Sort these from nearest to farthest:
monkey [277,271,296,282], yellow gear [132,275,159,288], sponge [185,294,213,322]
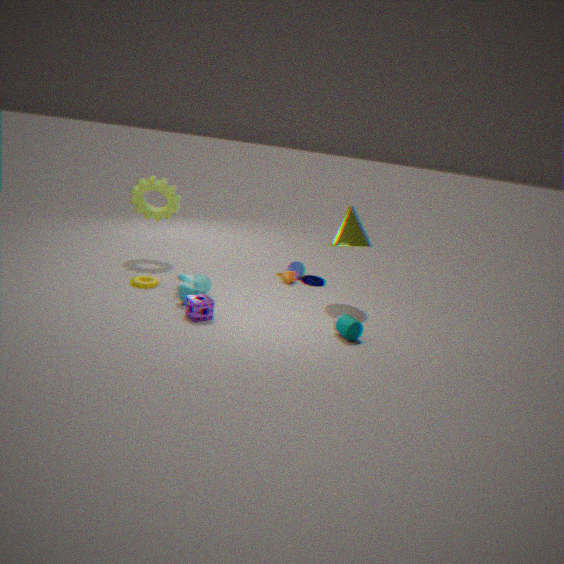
sponge [185,294,213,322] → yellow gear [132,275,159,288] → monkey [277,271,296,282]
